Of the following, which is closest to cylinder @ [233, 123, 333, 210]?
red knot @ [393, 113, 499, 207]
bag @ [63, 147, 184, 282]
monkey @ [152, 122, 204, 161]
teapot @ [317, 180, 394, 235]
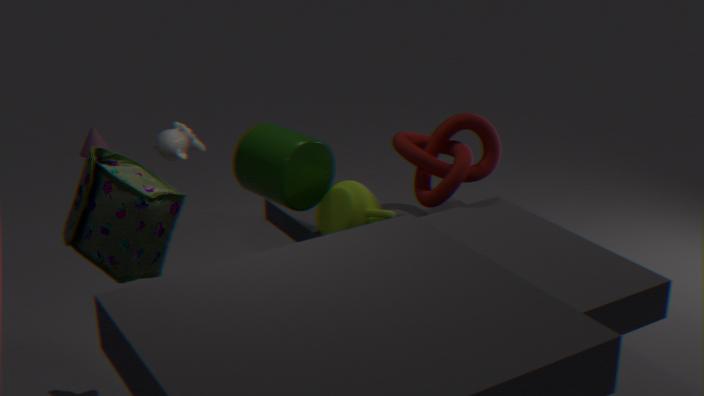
teapot @ [317, 180, 394, 235]
